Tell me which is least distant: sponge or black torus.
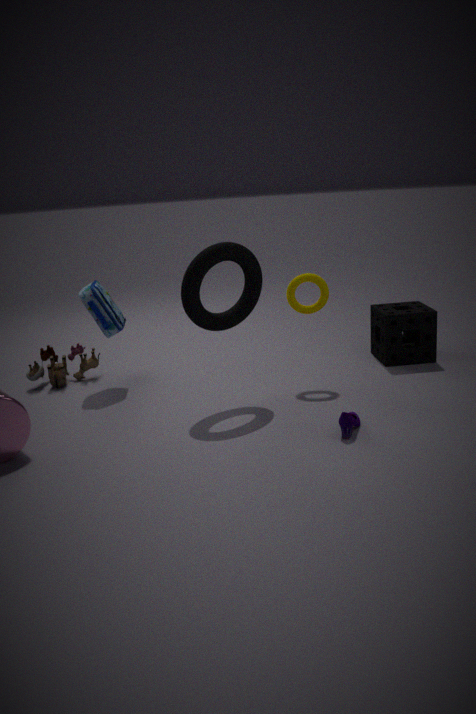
black torus
